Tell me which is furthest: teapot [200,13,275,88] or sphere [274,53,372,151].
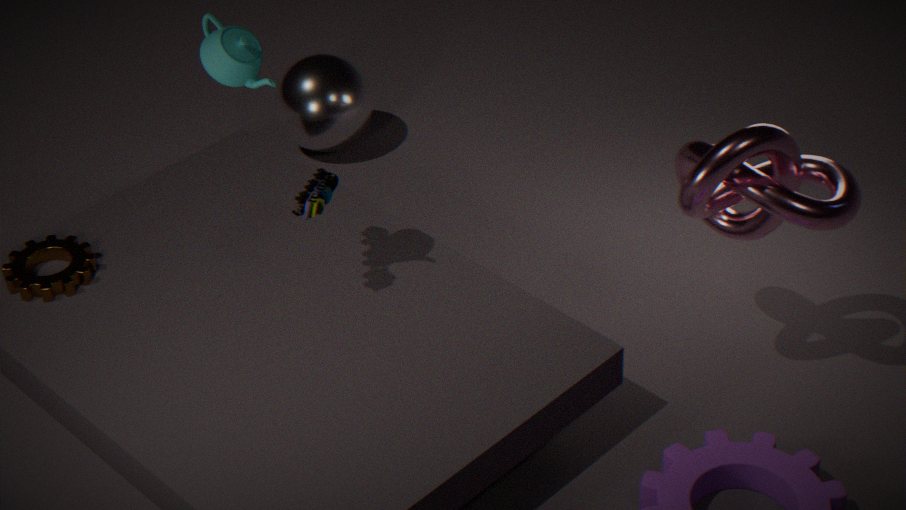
sphere [274,53,372,151]
